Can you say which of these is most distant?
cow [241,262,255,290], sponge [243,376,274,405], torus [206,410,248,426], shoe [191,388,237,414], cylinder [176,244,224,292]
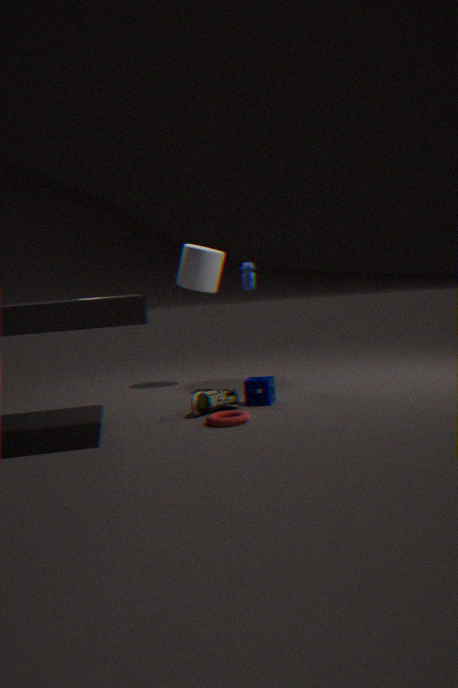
cylinder [176,244,224,292]
